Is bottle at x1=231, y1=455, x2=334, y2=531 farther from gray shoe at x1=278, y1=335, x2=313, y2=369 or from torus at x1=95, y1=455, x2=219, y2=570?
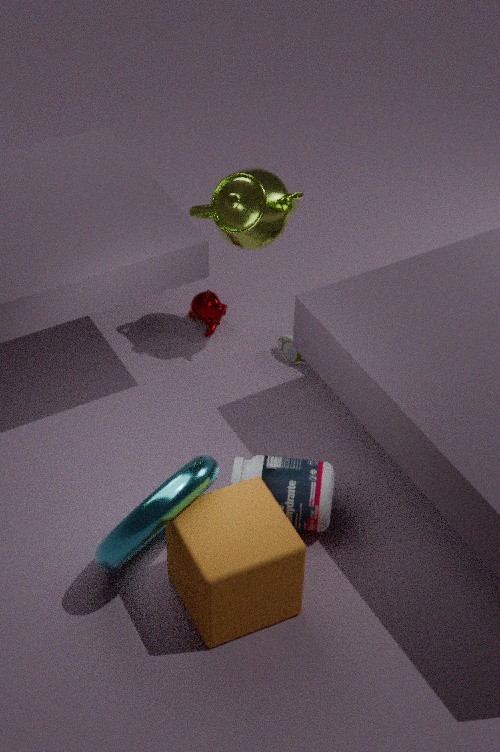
gray shoe at x1=278, y1=335, x2=313, y2=369
